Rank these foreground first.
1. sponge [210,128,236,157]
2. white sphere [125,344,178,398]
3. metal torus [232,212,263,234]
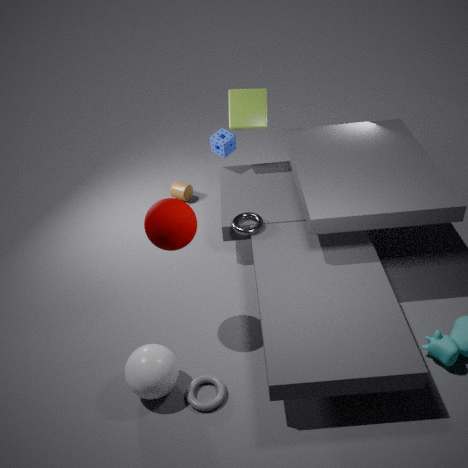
white sphere [125,344,178,398] < metal torus [232,212,263,234] < sponge [210,128,236,157]
